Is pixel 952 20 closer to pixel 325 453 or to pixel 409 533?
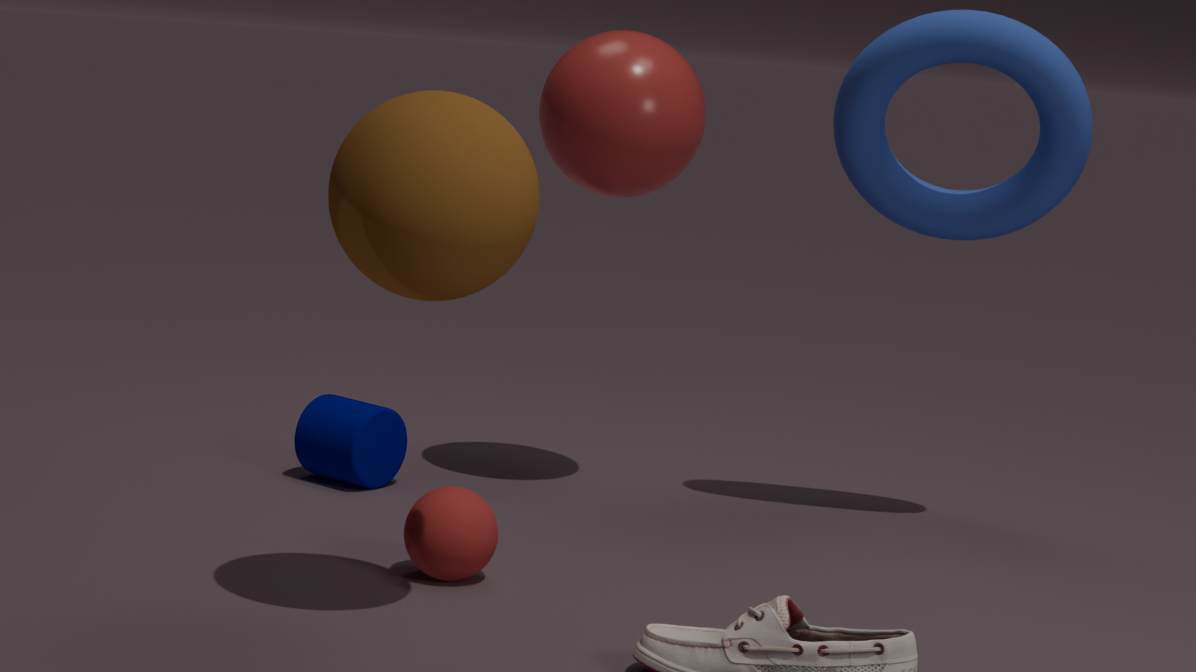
pixel 409 533
